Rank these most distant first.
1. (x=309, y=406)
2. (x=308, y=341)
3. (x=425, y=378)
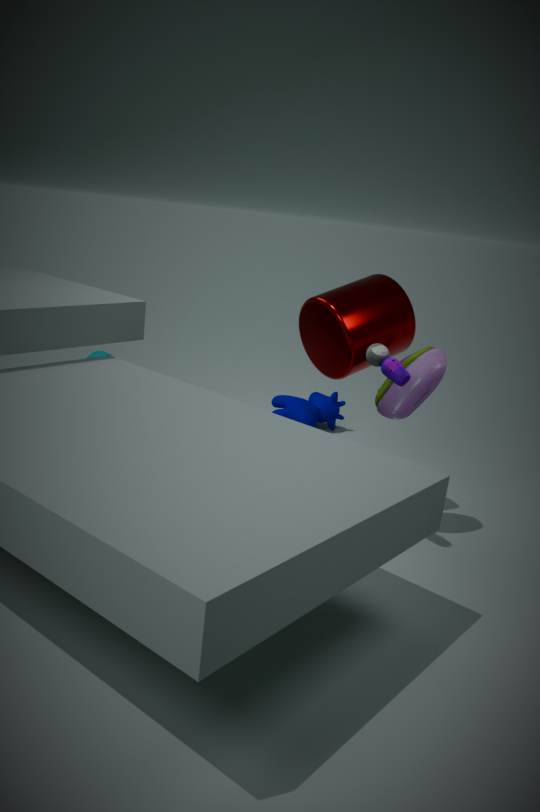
(x=309, y=406), (x=308, y=341), (x=425, y=378)
